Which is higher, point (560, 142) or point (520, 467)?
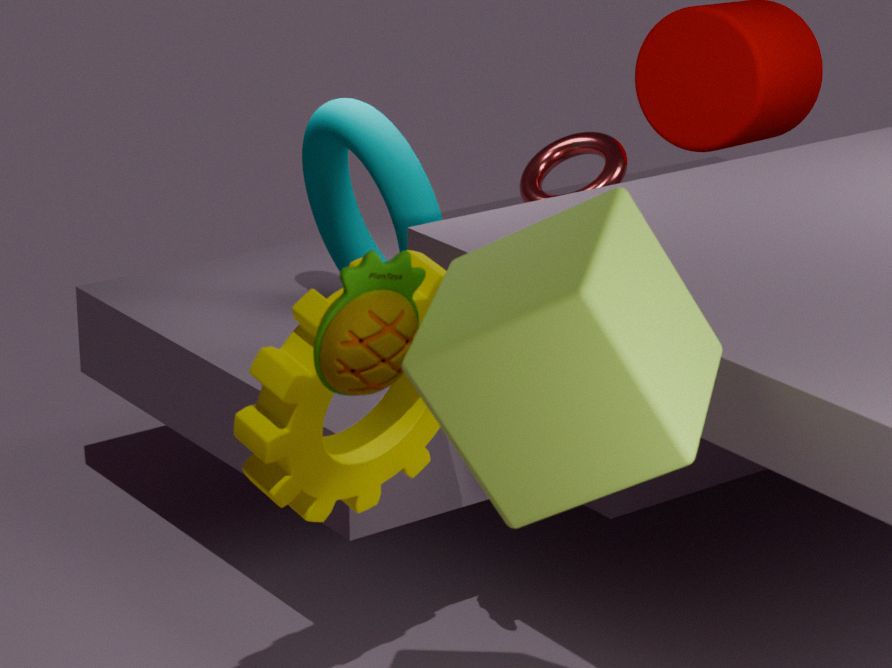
point (520, 467)
